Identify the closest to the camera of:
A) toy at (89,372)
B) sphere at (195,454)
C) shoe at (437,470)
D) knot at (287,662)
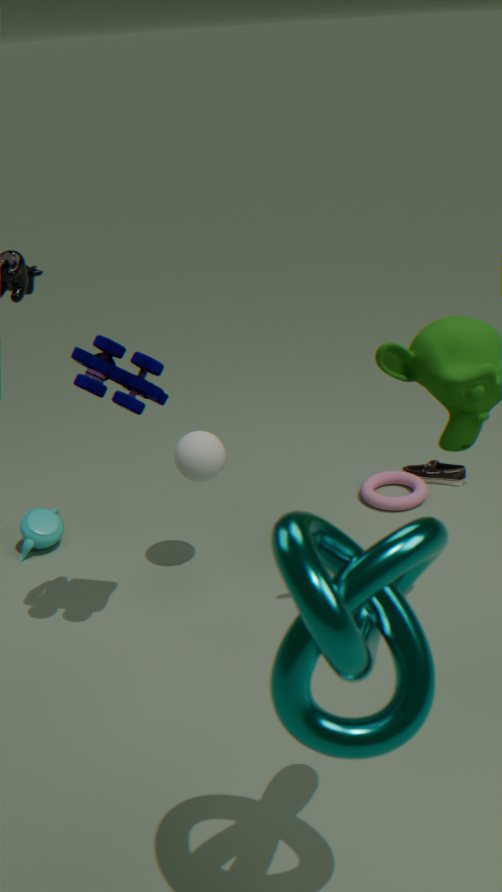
knot at (287,662)
